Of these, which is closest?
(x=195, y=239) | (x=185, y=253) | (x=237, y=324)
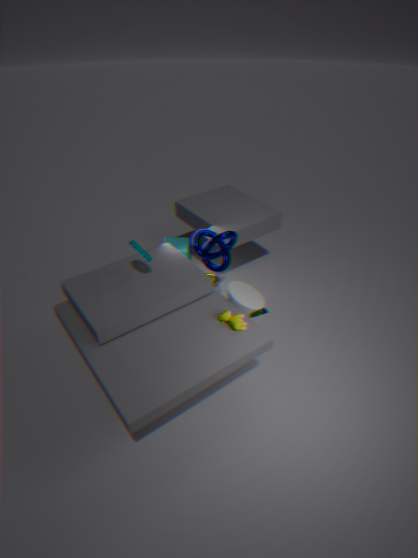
(x=237, y=324)
